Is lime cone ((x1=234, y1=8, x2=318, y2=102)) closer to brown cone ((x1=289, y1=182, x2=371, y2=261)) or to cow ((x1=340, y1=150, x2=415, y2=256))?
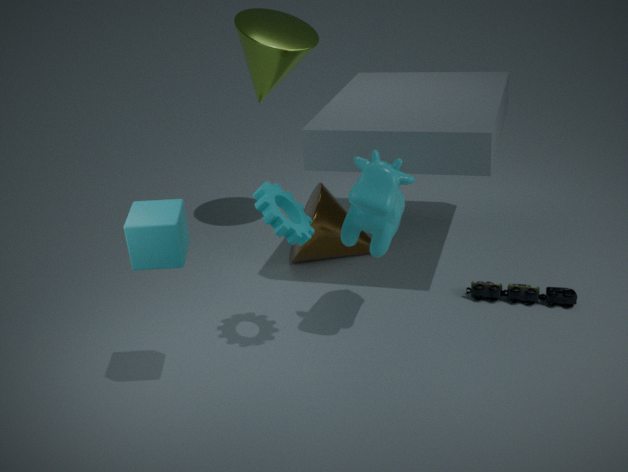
brown cone ((x1=289, y1=182, x2=371, y2=261))
